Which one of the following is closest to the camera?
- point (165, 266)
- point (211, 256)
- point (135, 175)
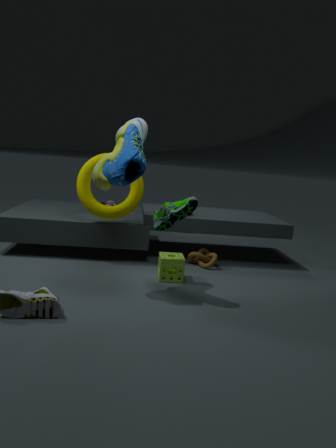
point (135, 175)
